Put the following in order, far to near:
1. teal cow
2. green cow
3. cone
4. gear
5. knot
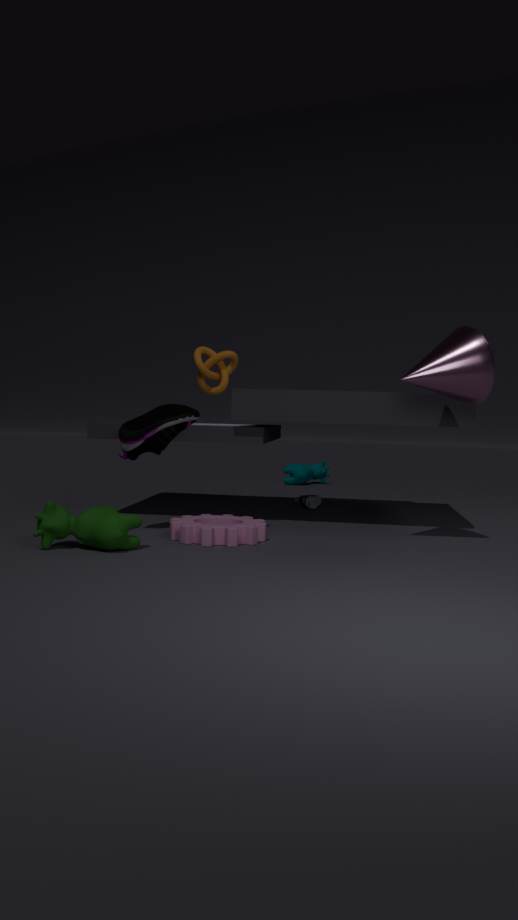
teal cow → knot → gear → cone → green cow
